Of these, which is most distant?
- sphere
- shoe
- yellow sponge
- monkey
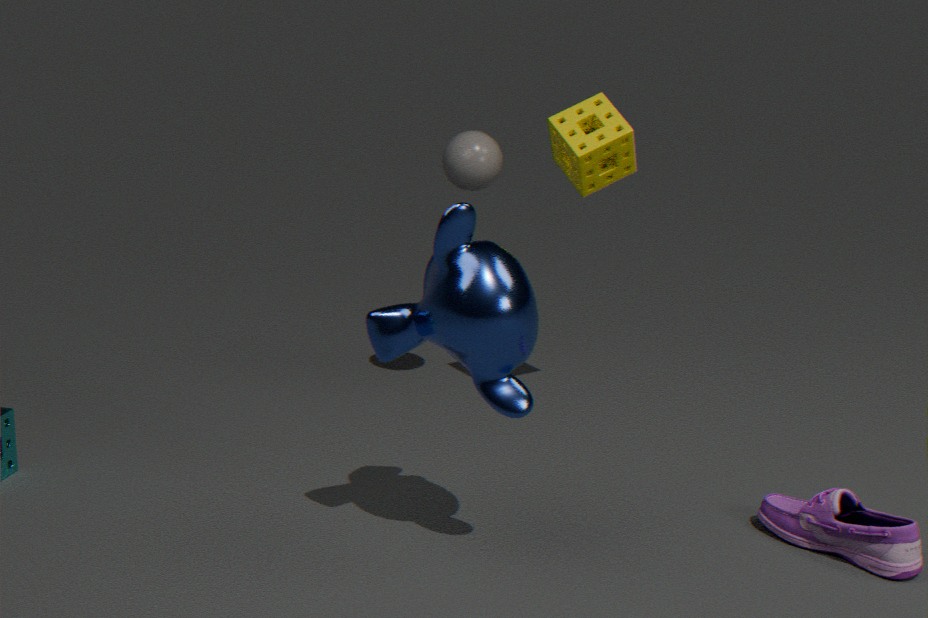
sphere
